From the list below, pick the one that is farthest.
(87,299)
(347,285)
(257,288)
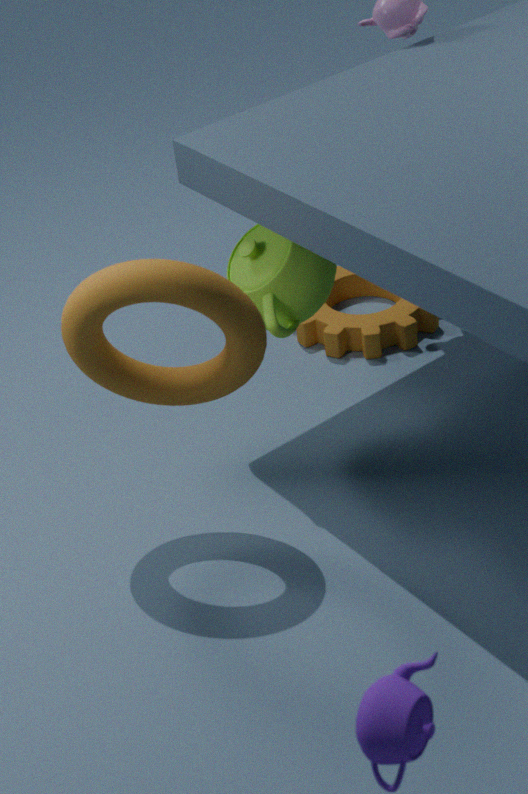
(347,285)
